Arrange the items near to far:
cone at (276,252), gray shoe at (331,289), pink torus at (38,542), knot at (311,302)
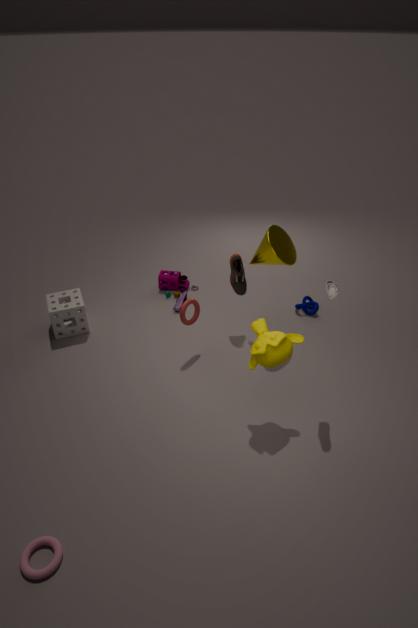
1. pink torus at (38,542)
2. gray shoe at (331,289)
3. cone at (276,252)
4. knot at (311,302)
